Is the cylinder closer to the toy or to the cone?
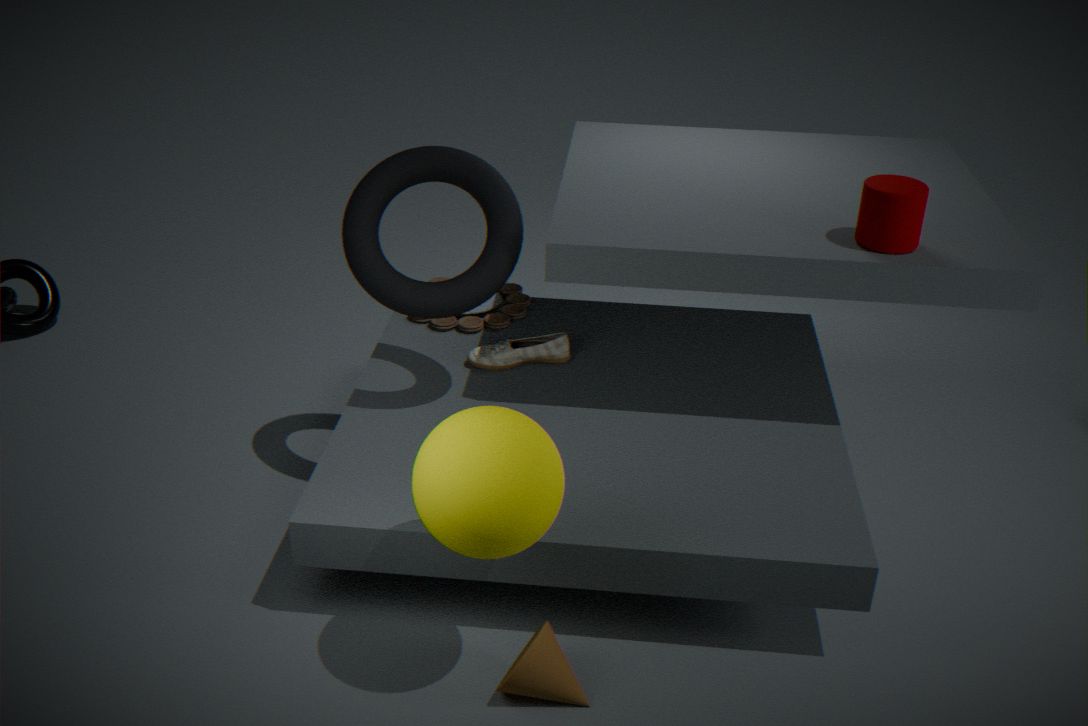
the toy
